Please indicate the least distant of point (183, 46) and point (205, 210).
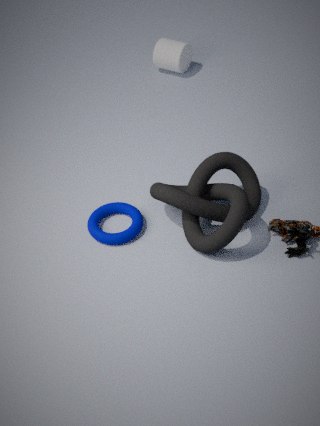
point (205, 210)
